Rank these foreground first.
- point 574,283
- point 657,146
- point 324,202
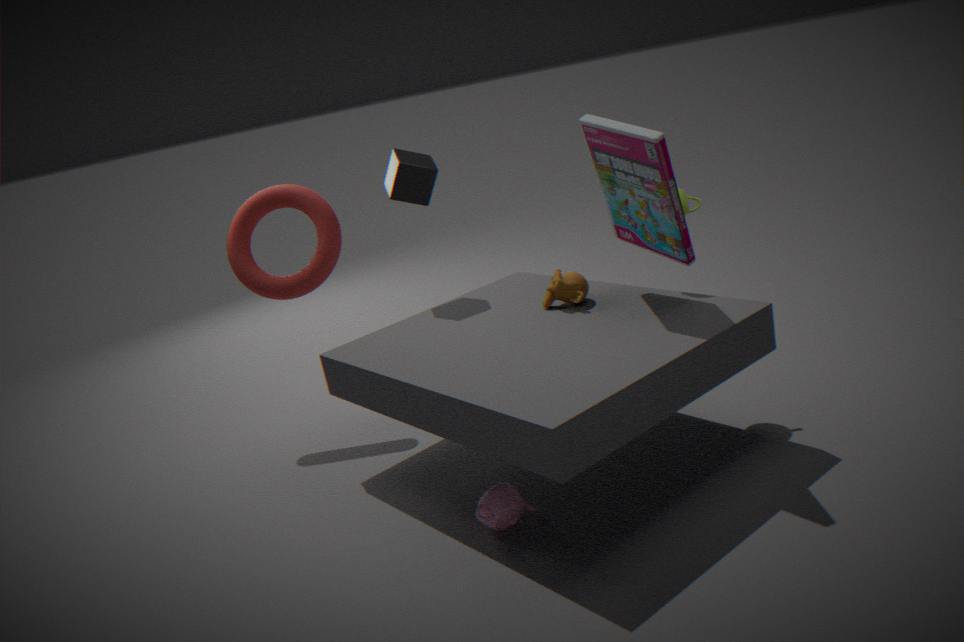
point 657,146, point 574,283, point 324,202
